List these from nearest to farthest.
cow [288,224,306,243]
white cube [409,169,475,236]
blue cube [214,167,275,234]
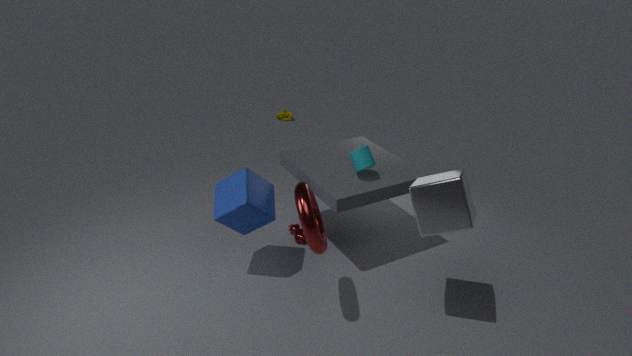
white cube [409,169,475,236], blue cube [214,167,275,234], cow [288,224,306,243]
